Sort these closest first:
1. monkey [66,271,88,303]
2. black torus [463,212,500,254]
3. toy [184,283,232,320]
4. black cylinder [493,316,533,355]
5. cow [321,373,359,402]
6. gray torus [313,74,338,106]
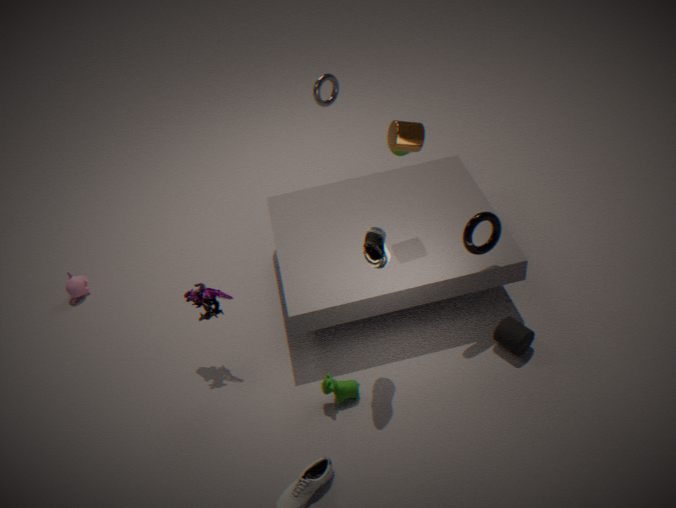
black torus [463,212,500,254]
cow [321,373,359,402]
black cylinder [493,316,533,355]
toy [184,283,232,320]
monkey [66,271,88,303]
gray torus [313,74,338,106]
